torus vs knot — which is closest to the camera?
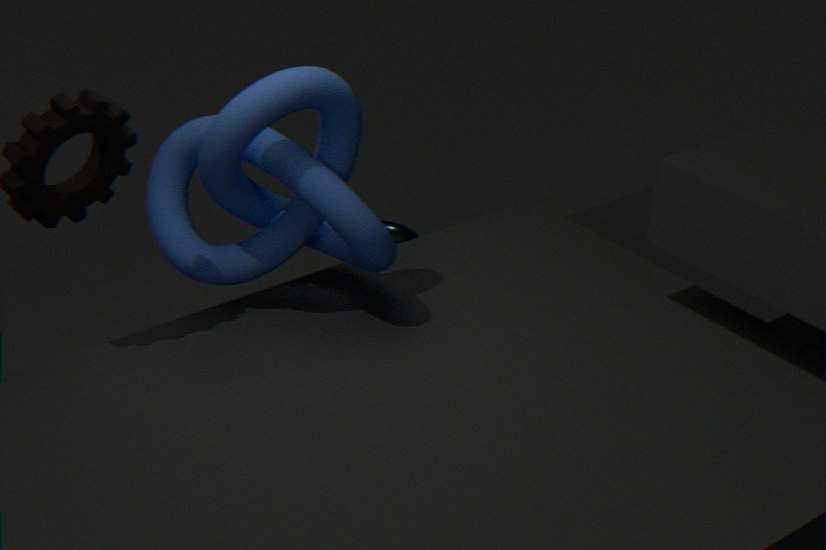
knot
